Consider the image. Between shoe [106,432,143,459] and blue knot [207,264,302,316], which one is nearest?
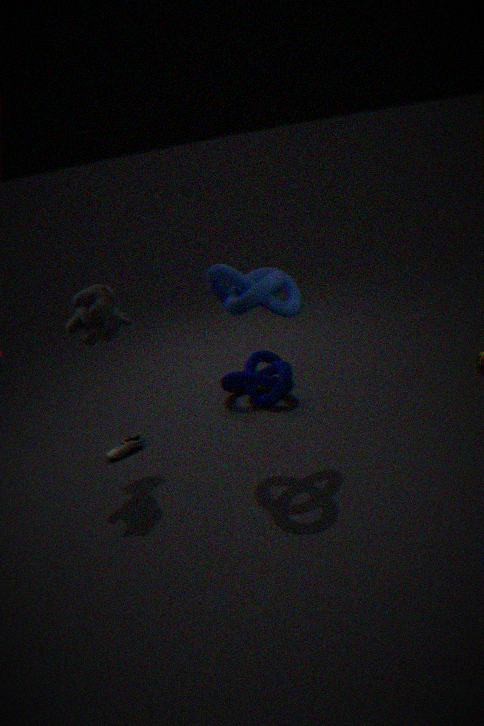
blue knot [207,264,302,316]
